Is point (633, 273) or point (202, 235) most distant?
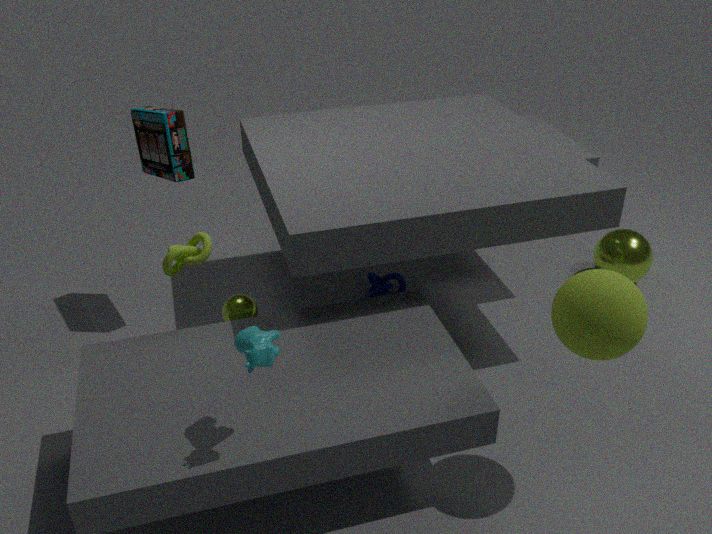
point (633, 273)
